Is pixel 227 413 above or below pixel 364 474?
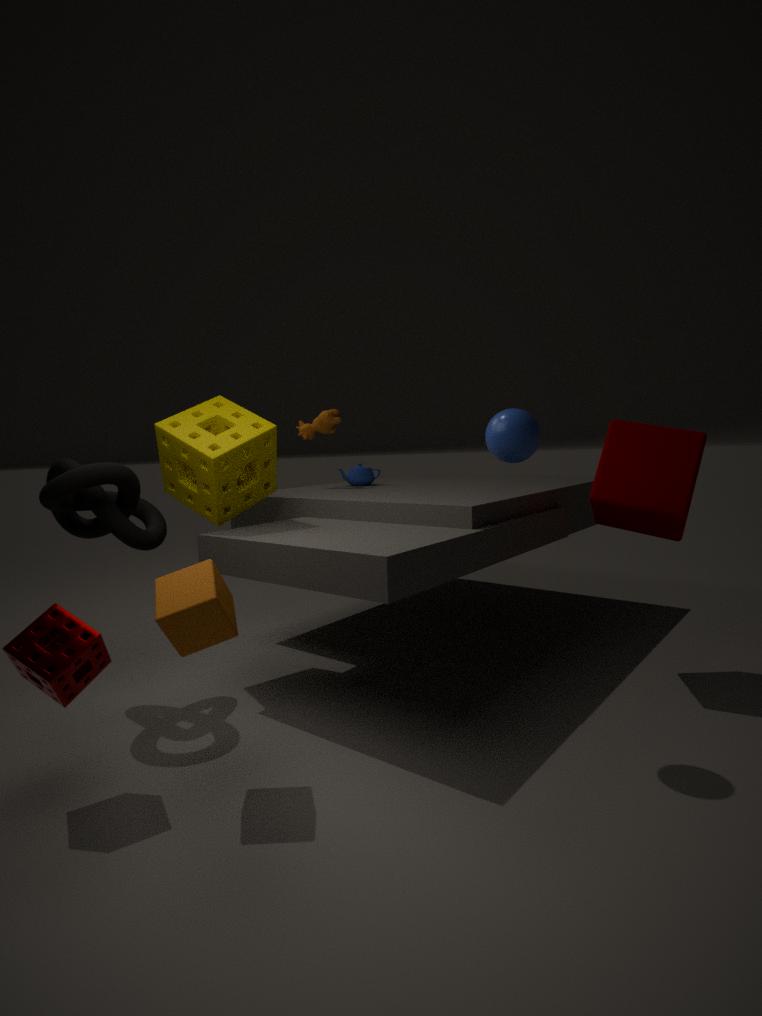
above
